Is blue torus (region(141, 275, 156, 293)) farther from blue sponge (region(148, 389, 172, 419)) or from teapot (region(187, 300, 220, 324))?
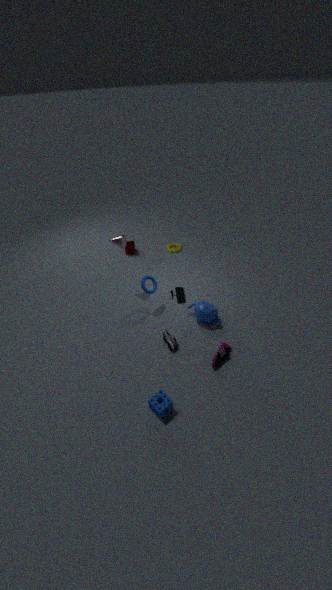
blue sponge (region(148, 389, 172, 419))
